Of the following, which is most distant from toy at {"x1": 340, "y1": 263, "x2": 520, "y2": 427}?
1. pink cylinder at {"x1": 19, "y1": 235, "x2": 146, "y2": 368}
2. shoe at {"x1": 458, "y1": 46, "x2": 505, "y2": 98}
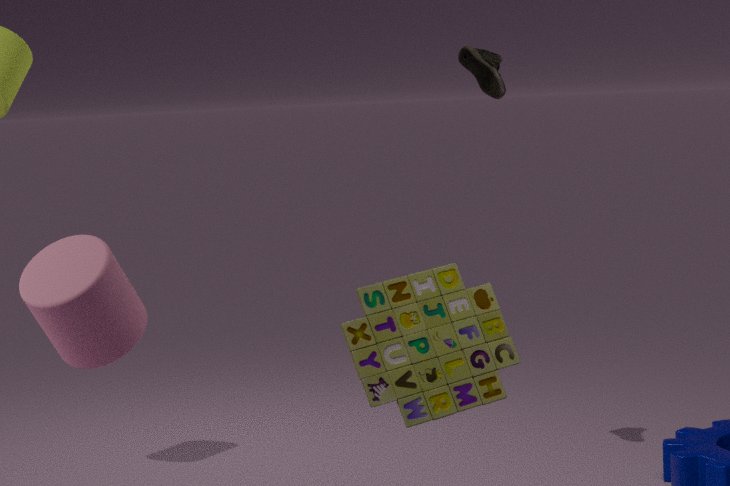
pink cylinder at {"x1": 19, "y1": 235, "x2": 146, "y2": 368}
